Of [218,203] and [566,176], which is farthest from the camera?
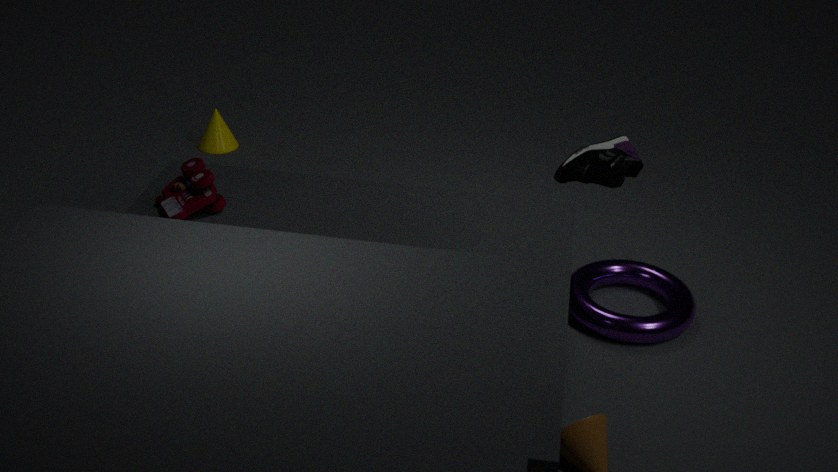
[218,203]
